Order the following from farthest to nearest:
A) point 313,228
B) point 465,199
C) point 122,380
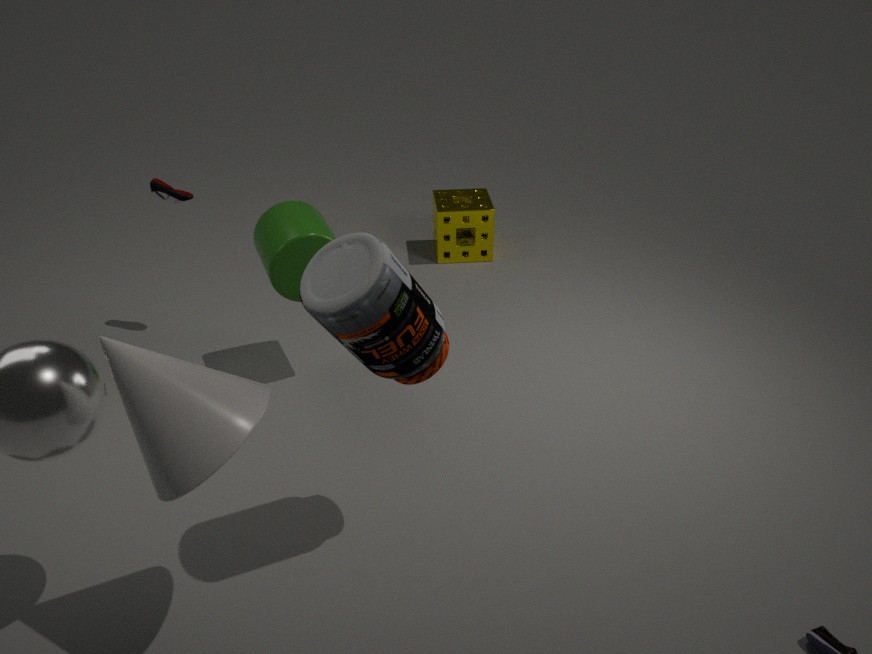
point 465,199, point 313,228, point 122,380
